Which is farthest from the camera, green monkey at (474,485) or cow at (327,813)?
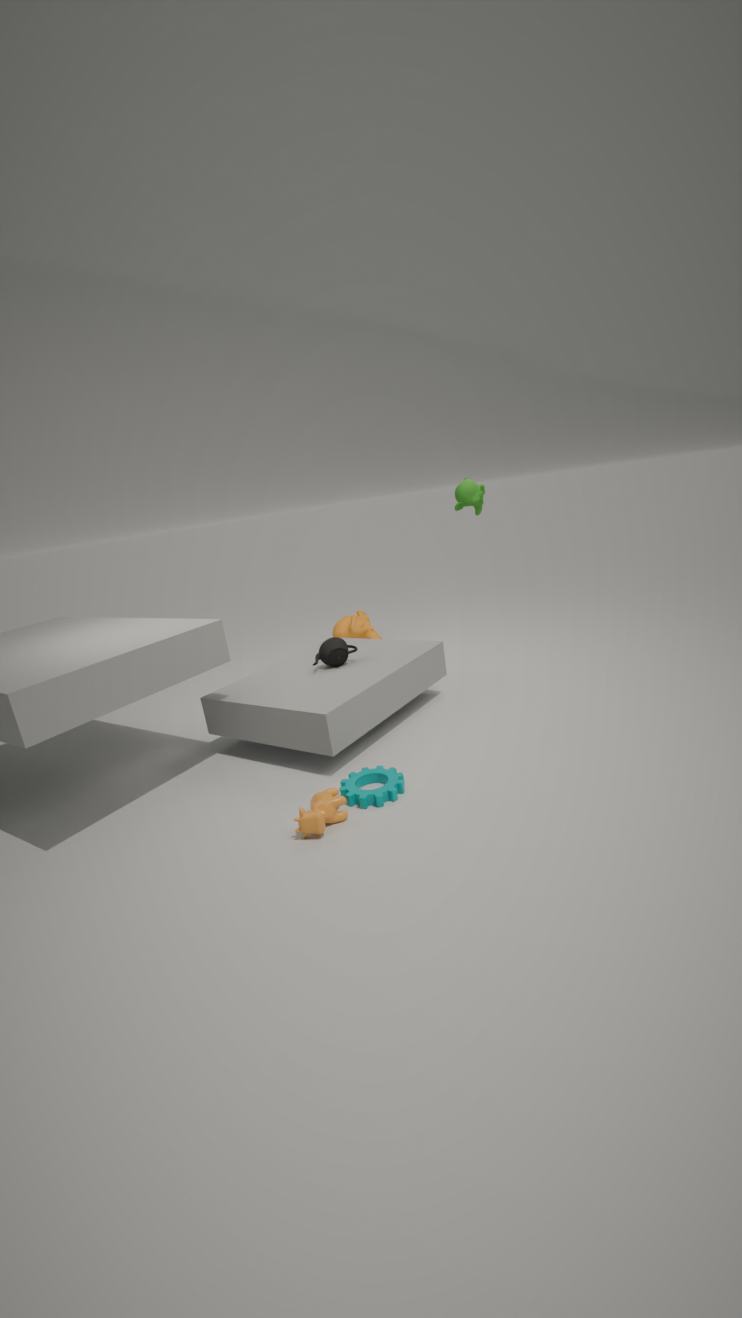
green monkey at (474,485)
